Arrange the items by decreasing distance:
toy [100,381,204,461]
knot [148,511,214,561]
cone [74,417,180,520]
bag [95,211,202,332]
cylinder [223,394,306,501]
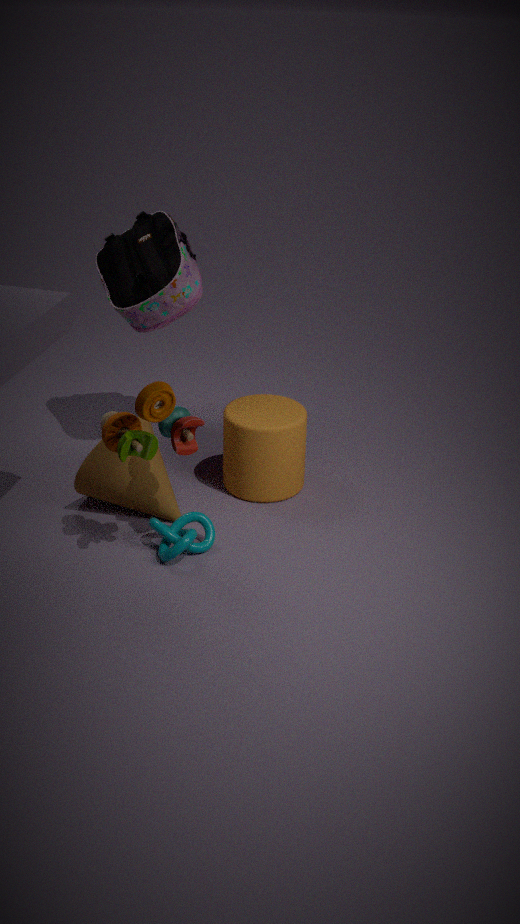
bag [95,211,202,332], cylinder [223,394,306,501], cone [74,417,180,520], knot [148,511,214,561], toy [100,381,204,461]
